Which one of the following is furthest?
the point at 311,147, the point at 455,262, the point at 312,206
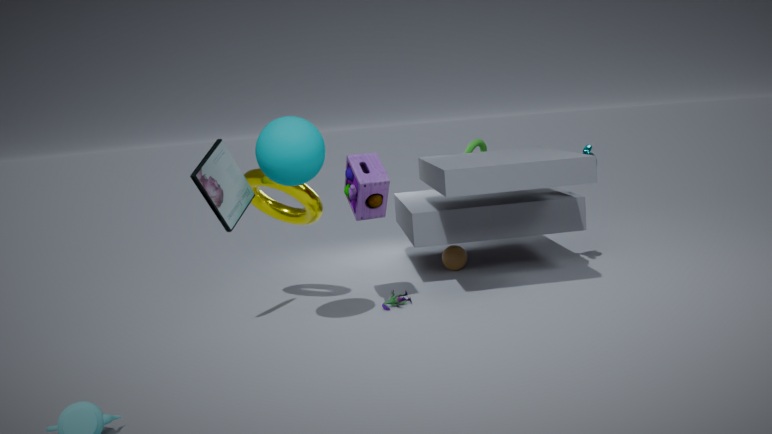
the point at 455,262
